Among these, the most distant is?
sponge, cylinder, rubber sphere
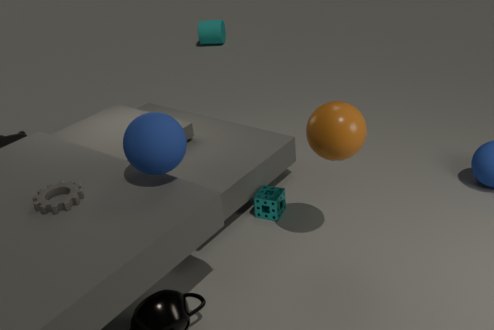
cylinder
